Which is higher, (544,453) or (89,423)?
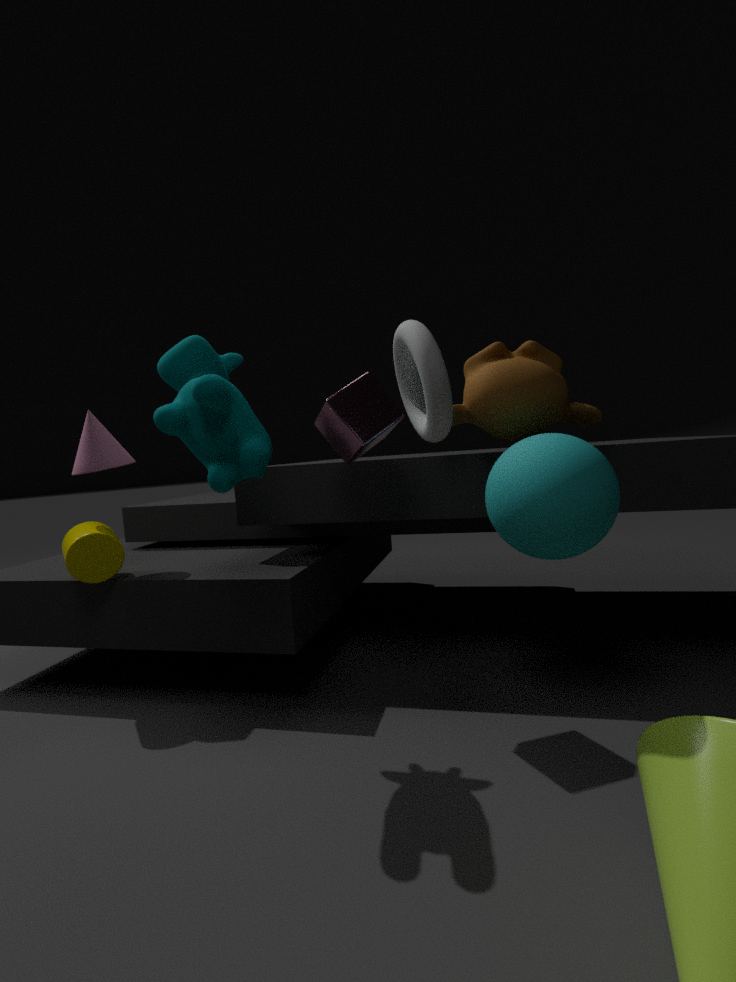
(89,423)
